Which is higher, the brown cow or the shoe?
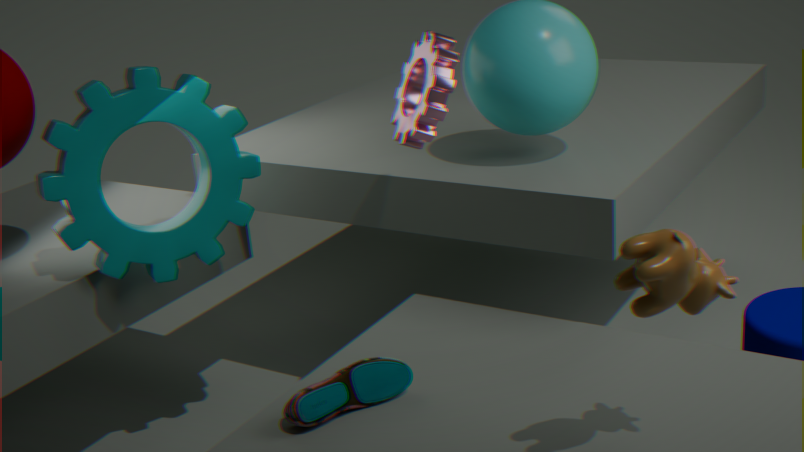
the brown cow
